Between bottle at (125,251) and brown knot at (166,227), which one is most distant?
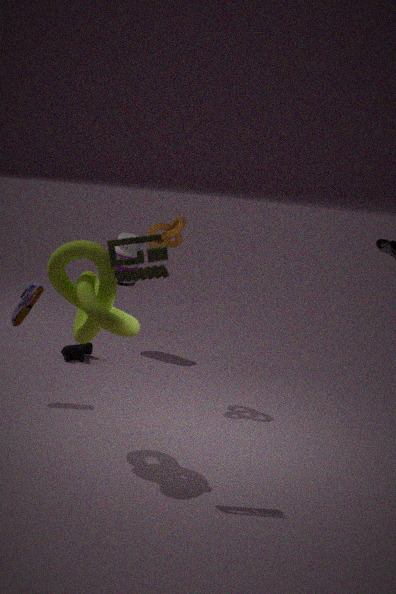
bottle at (125,251)
